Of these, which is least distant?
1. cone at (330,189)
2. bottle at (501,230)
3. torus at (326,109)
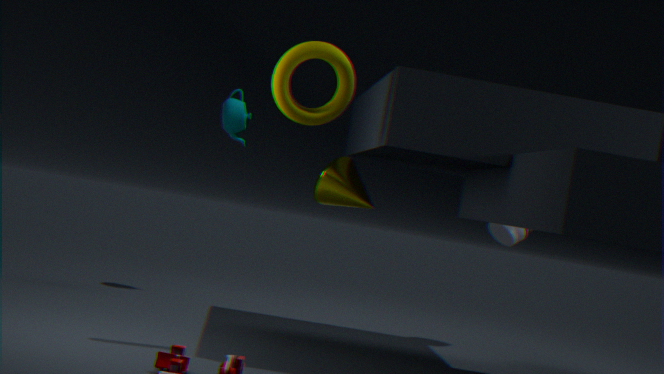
torus at (326,109)
